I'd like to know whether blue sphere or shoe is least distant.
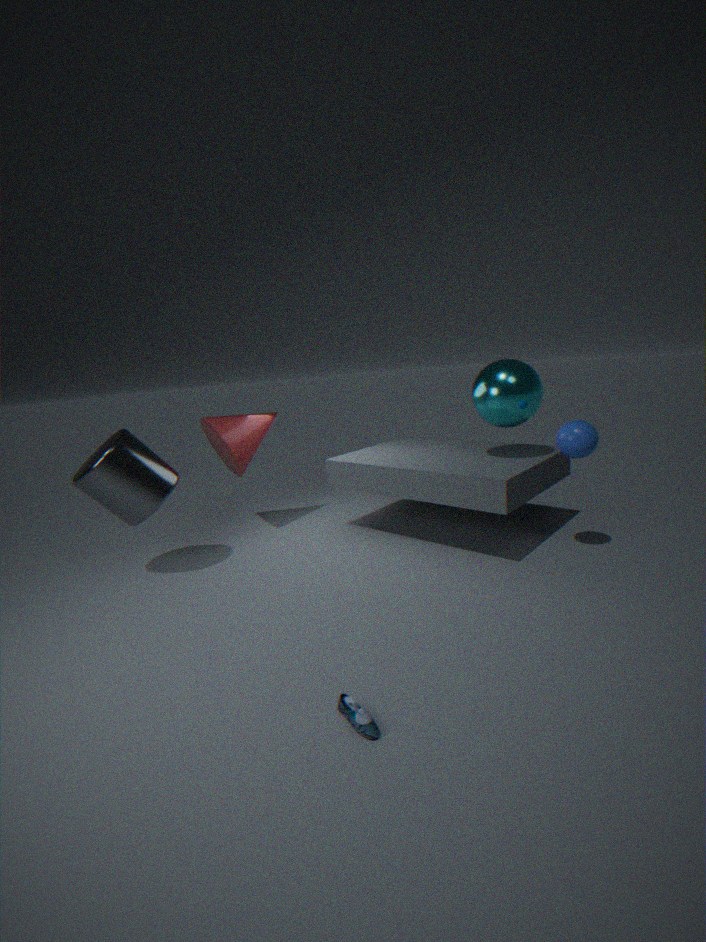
shoe
